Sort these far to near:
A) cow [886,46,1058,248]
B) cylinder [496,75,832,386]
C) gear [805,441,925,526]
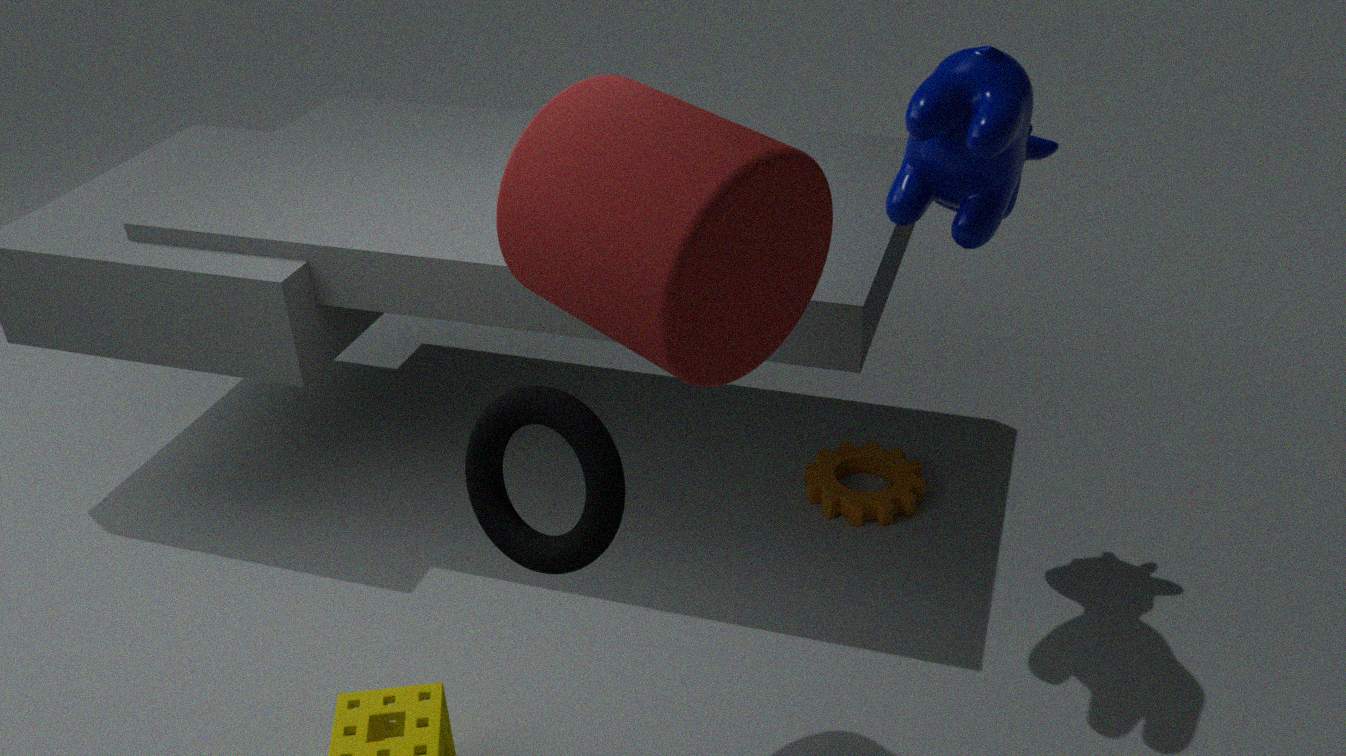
1. gear [805,441,925,526]
2. cow [886,46,1058,248]
3. cylinder [496,75,832,386]
